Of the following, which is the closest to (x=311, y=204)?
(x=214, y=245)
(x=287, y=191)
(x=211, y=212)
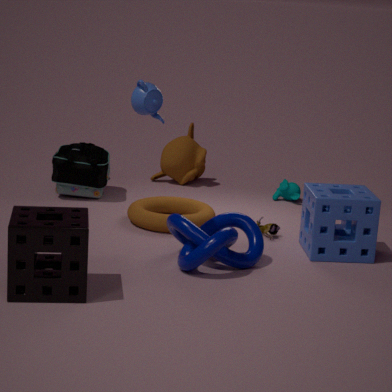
(x=214, y=245)
